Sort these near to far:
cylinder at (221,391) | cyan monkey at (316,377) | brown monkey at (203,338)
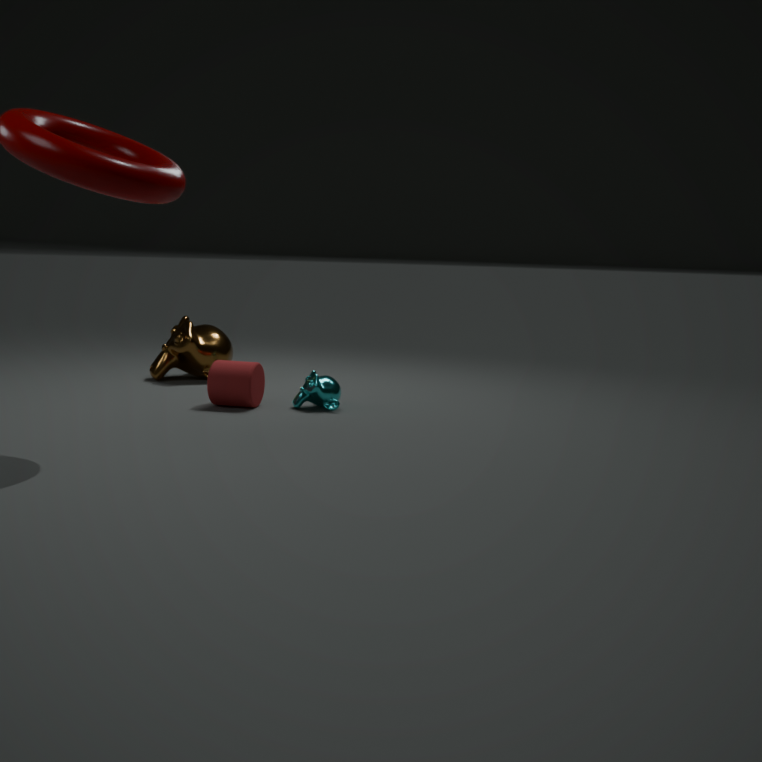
1. cylinder at (221,391)
2. cyan monkey at (316,377)
3. brown monkey at (203,338)
